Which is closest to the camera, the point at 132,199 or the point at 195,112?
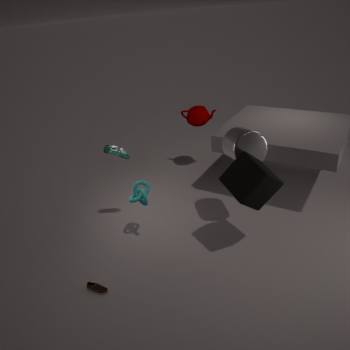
the point at 132,199
